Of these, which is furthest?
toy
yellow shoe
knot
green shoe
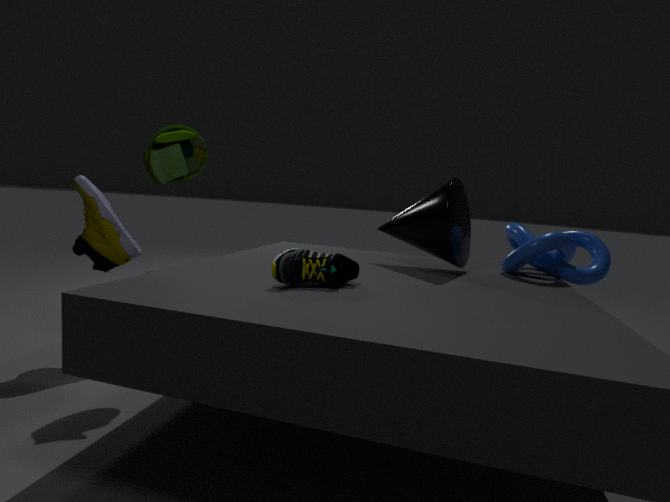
knot
